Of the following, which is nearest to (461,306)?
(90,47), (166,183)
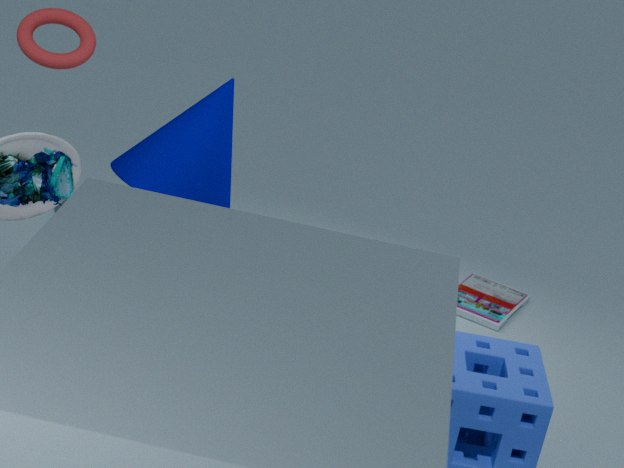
(166,183)
